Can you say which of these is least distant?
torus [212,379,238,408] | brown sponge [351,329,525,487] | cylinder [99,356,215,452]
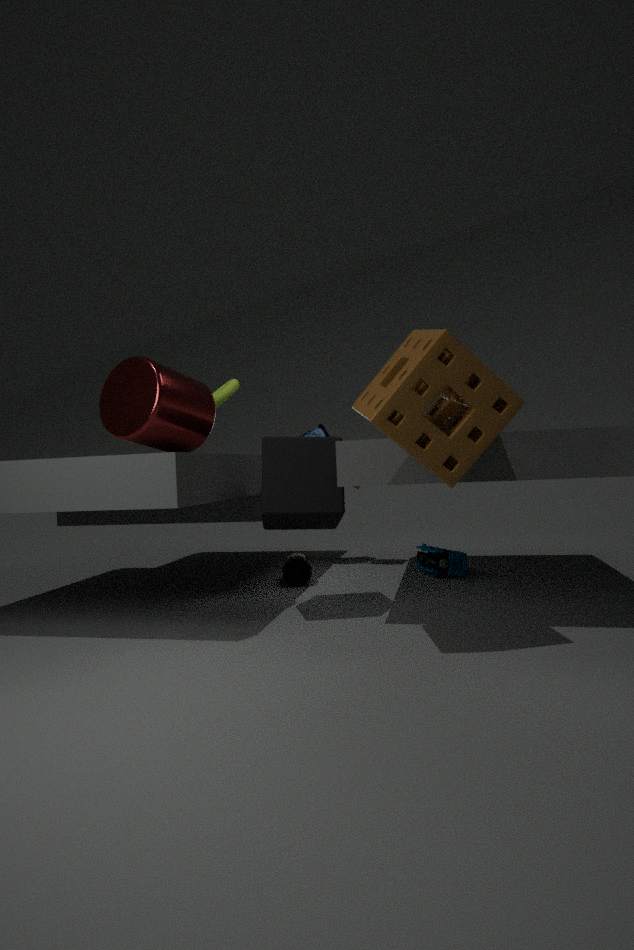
brown sponge [351,329,525,487]
